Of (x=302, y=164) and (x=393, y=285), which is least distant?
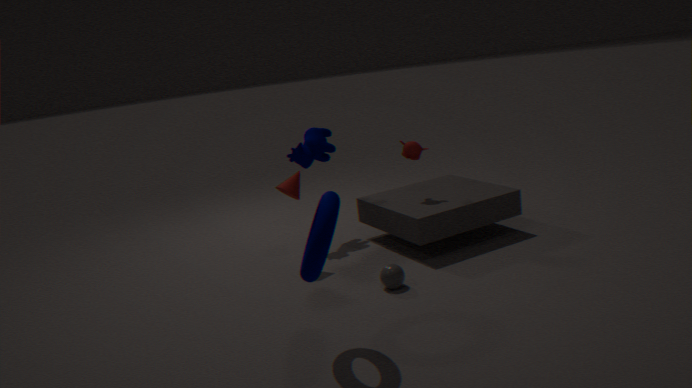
(x=393, y=285)
